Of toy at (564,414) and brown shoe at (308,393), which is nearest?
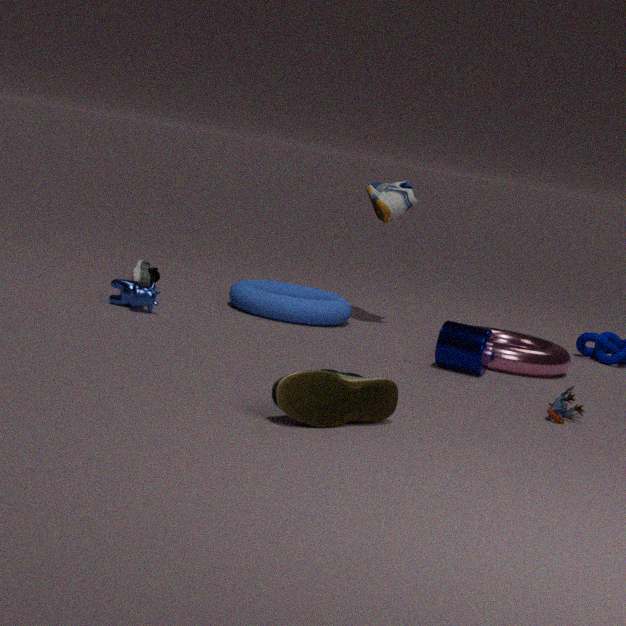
brown shoe at (308,393)
